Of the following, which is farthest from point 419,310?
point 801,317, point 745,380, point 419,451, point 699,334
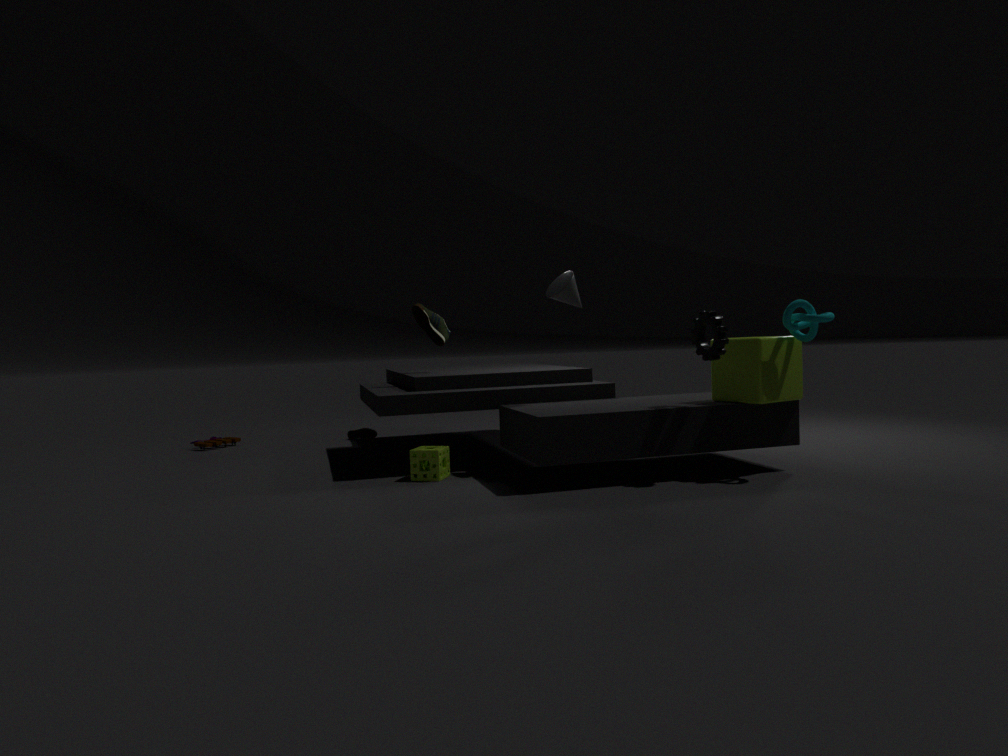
point 801,317
